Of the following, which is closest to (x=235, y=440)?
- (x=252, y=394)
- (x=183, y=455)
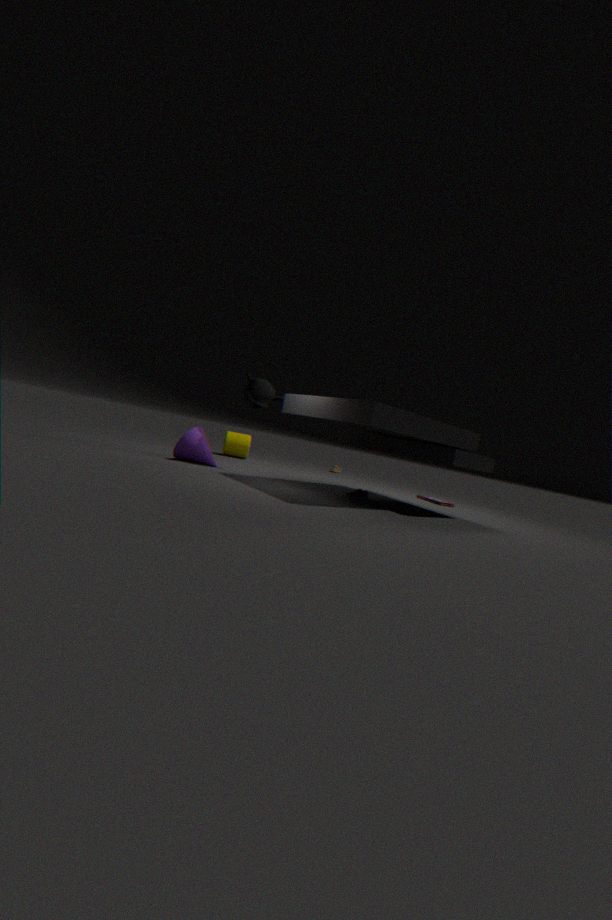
(x=183, y=455)
